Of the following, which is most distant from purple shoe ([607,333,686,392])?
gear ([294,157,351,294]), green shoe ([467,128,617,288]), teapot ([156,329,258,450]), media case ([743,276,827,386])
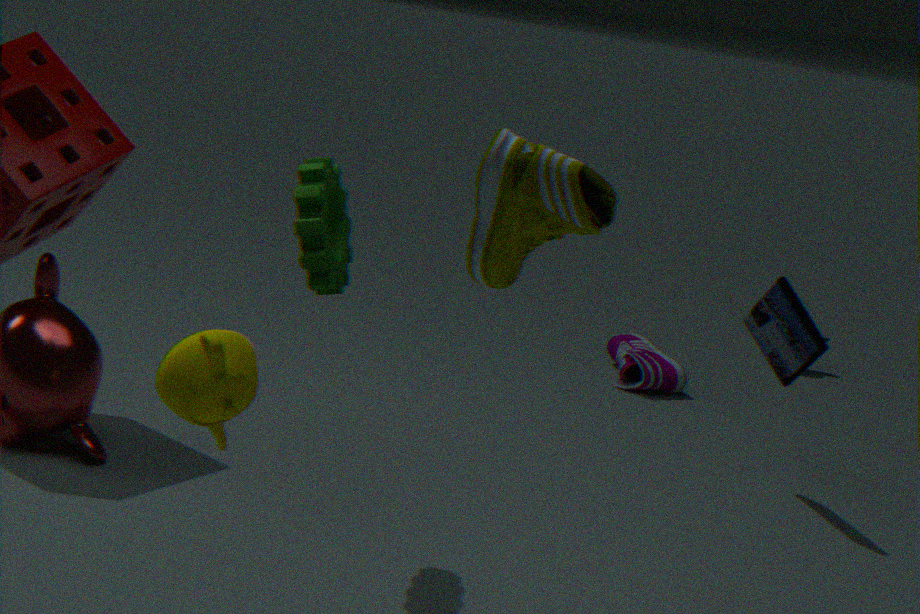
teapot ([156,329,258,450])
